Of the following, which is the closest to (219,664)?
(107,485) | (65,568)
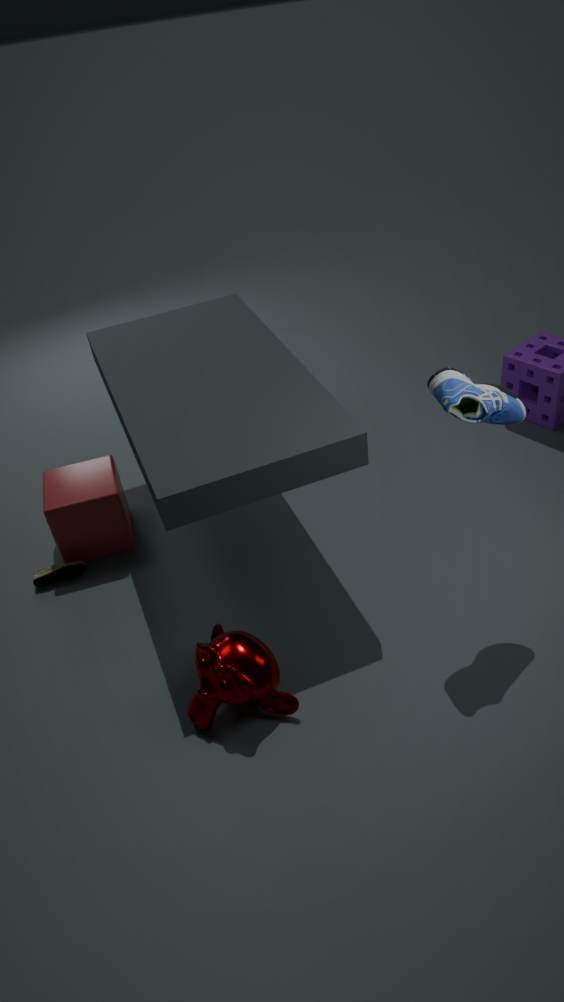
(65,568)
